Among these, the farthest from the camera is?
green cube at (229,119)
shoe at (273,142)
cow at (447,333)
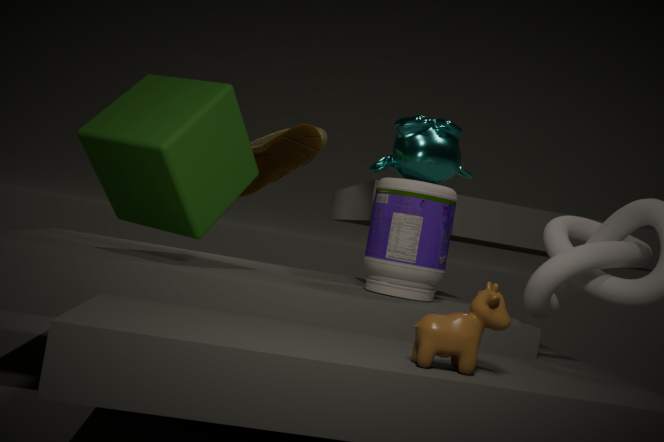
shoe at (273,142)
